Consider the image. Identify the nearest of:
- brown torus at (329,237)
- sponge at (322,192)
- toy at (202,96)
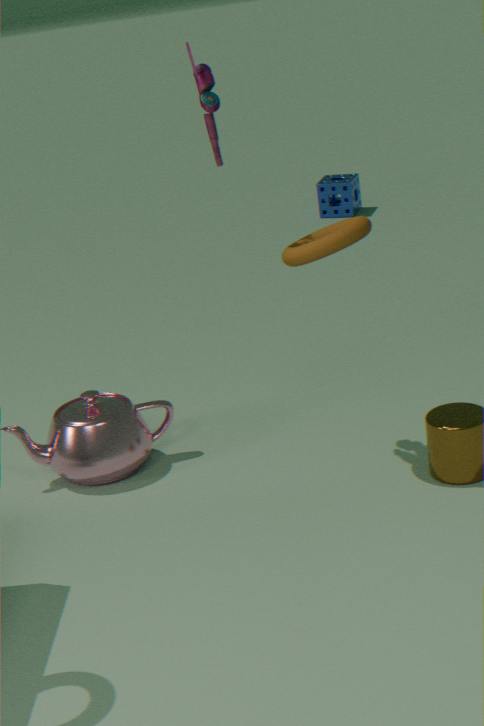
brown torus at (329,237)
